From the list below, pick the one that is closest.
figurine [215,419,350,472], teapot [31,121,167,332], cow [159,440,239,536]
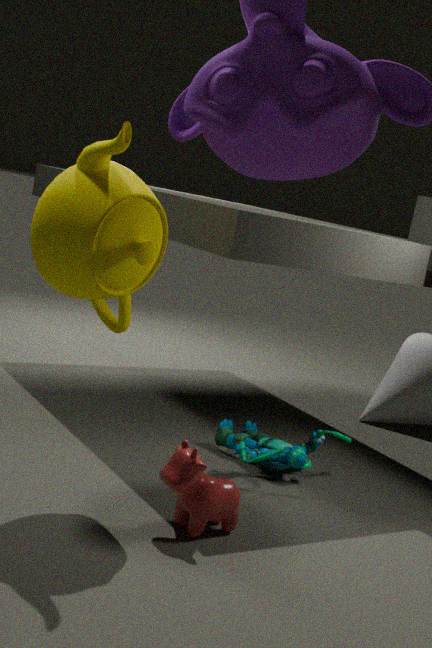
teapot [31,121,167,332]
